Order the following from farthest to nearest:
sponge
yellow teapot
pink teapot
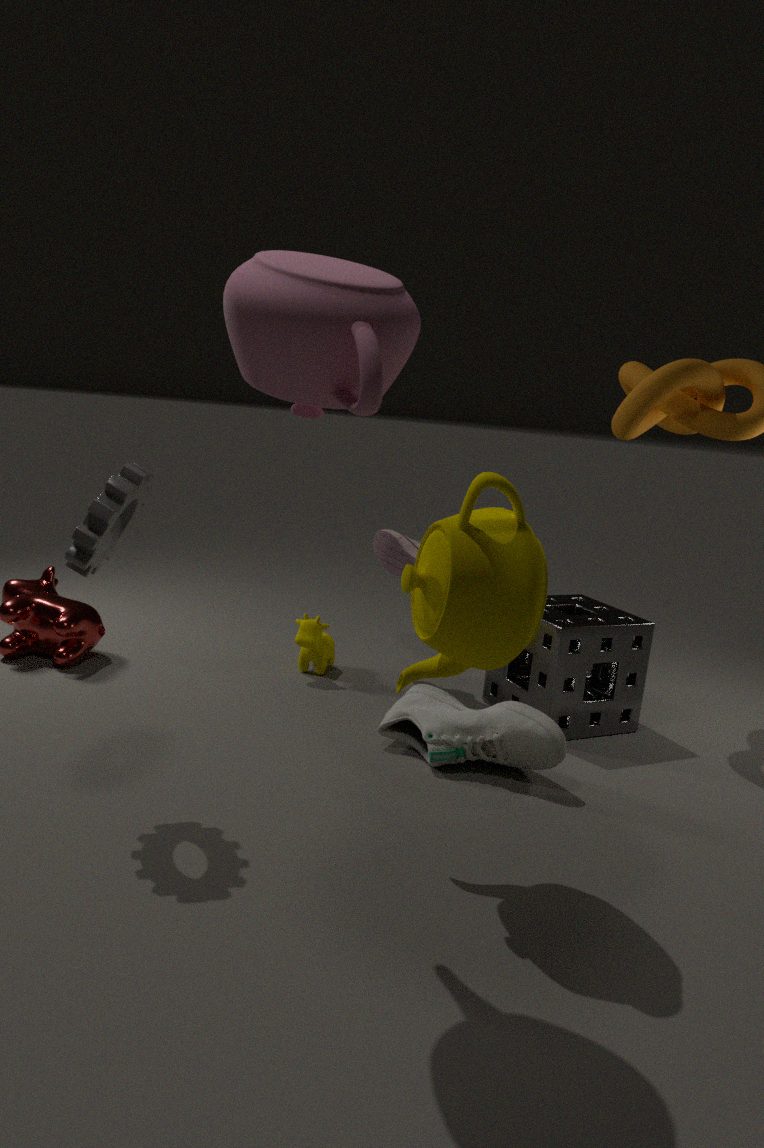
sponge < yellow teapot < pink teapot
